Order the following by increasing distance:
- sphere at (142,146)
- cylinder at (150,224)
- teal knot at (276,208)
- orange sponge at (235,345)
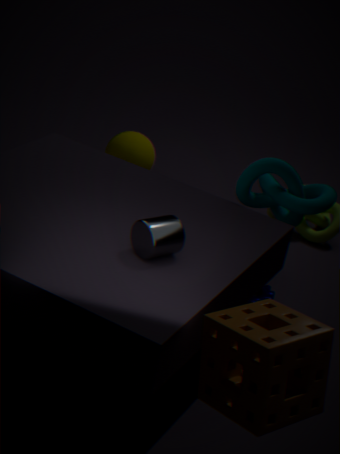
orange sponge at (235,345)
cylinder at (150,224)
teal knot at (276,208)
sphere at (142,146)
